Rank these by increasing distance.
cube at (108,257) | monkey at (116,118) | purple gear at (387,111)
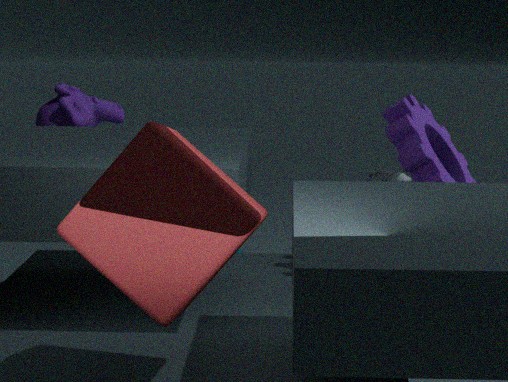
cube at (108,257) → purple gear at (387,111) → monkey at (116,118)
